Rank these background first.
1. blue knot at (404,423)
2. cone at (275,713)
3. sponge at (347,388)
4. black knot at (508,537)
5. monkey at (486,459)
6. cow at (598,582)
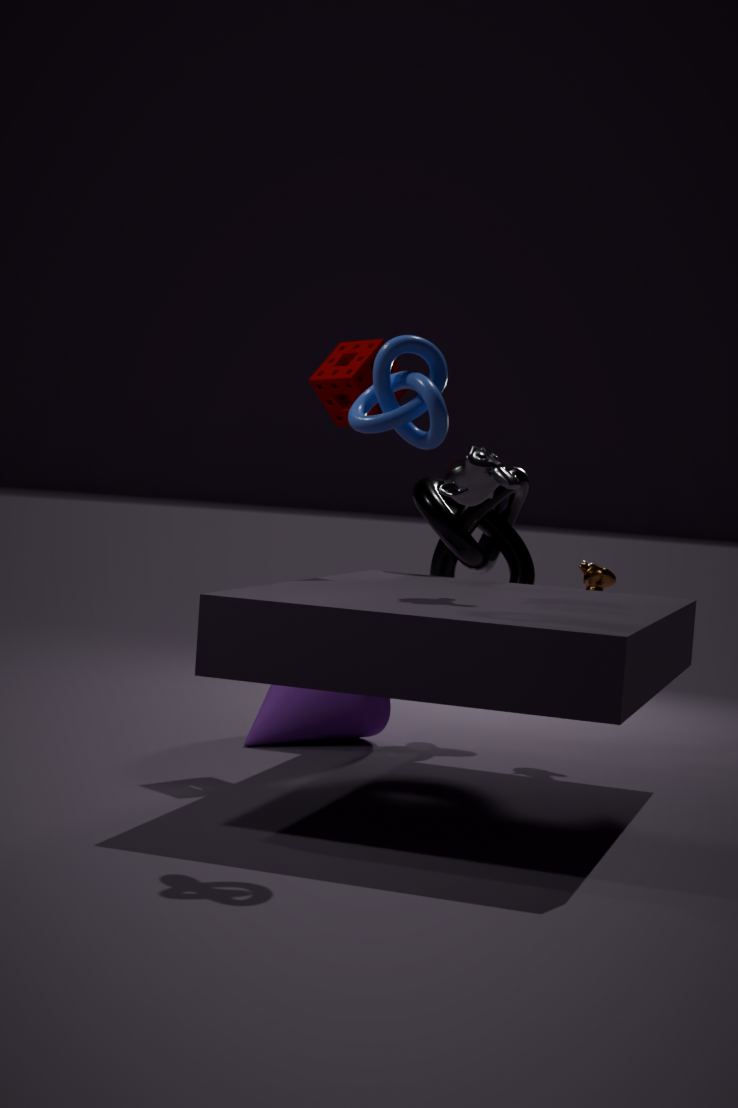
black knot at (508,537) < cow at (598,582) < cone at (275,713) < sponge at (347,388) < monkey at (486,459) < blue knot at (404,423)
